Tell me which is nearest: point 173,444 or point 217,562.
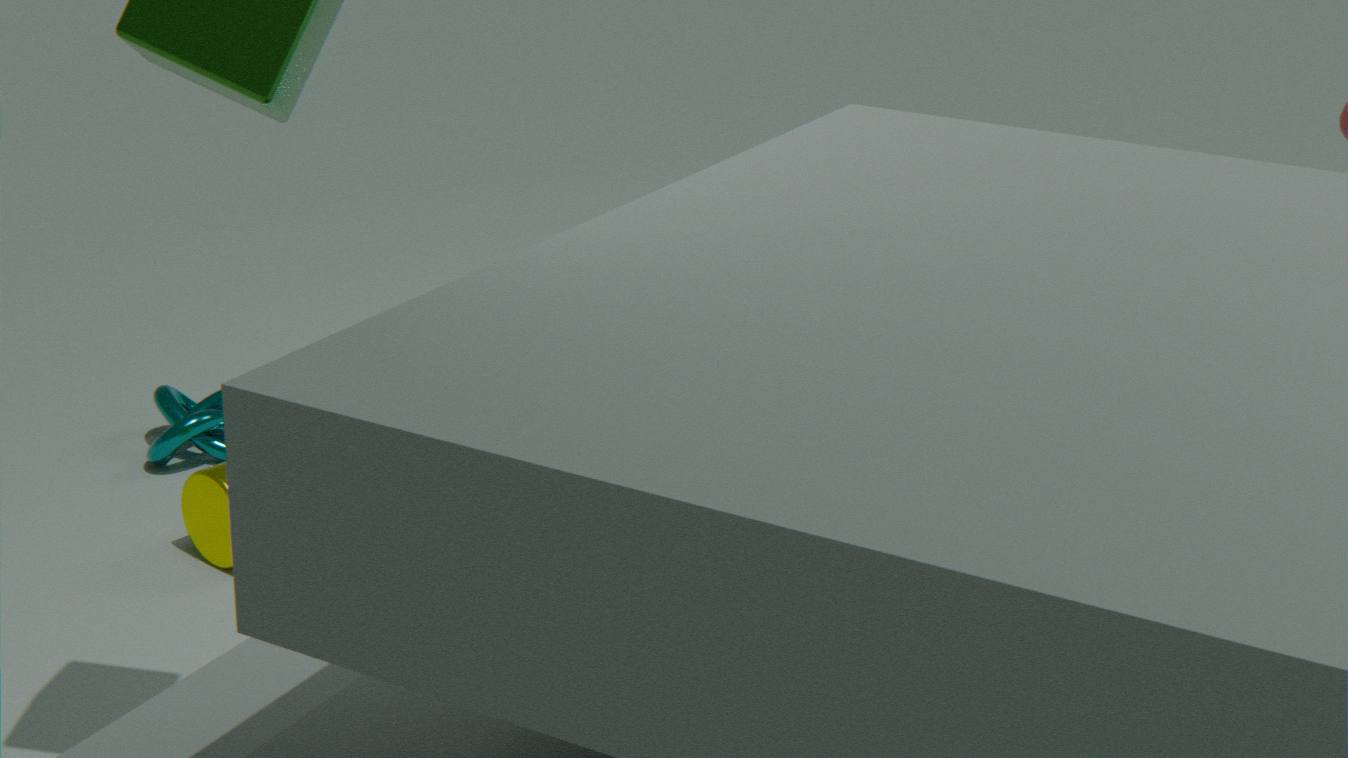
point 217,562
